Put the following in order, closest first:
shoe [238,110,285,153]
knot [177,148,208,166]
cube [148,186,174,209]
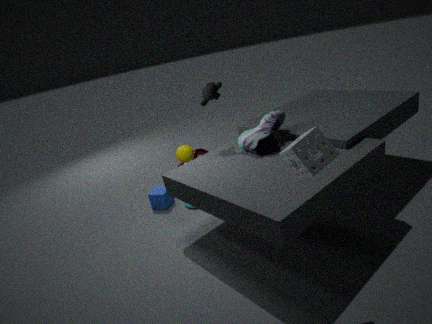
1. shoe [238,110,285,153]
2. cube [148,186,174,209]
3. knot [177,148,208,166]
